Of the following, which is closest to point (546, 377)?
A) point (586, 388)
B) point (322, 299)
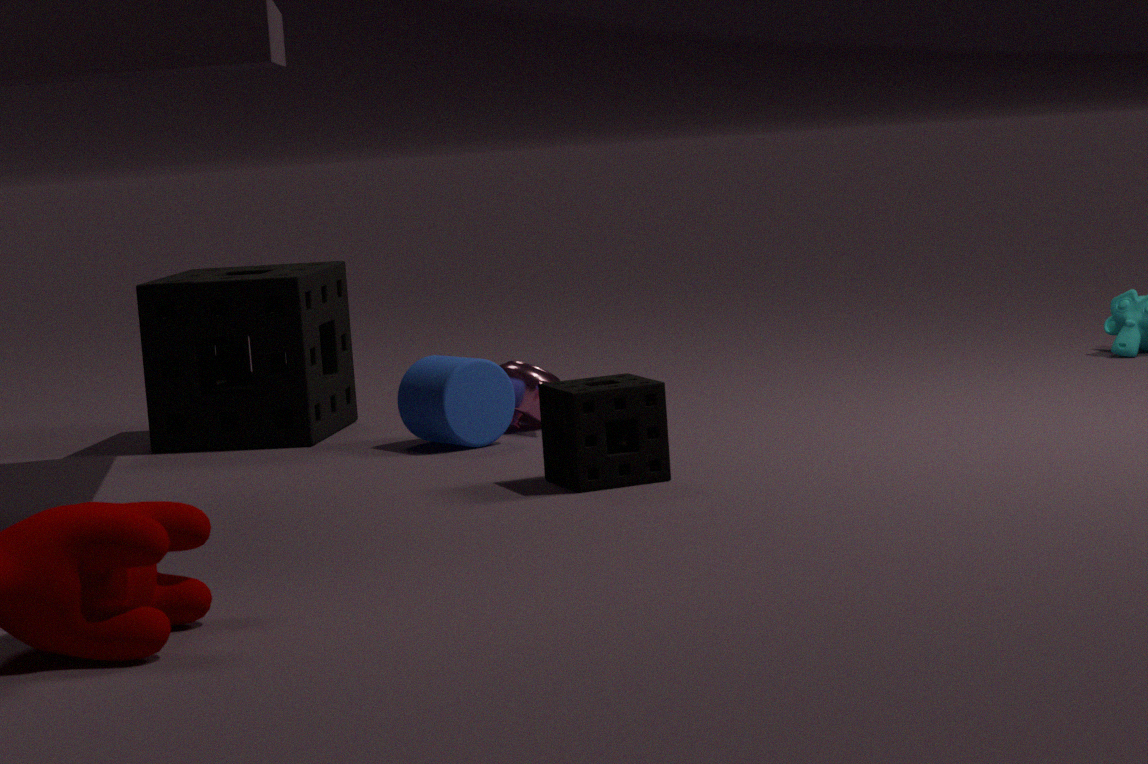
point (322, 299)
